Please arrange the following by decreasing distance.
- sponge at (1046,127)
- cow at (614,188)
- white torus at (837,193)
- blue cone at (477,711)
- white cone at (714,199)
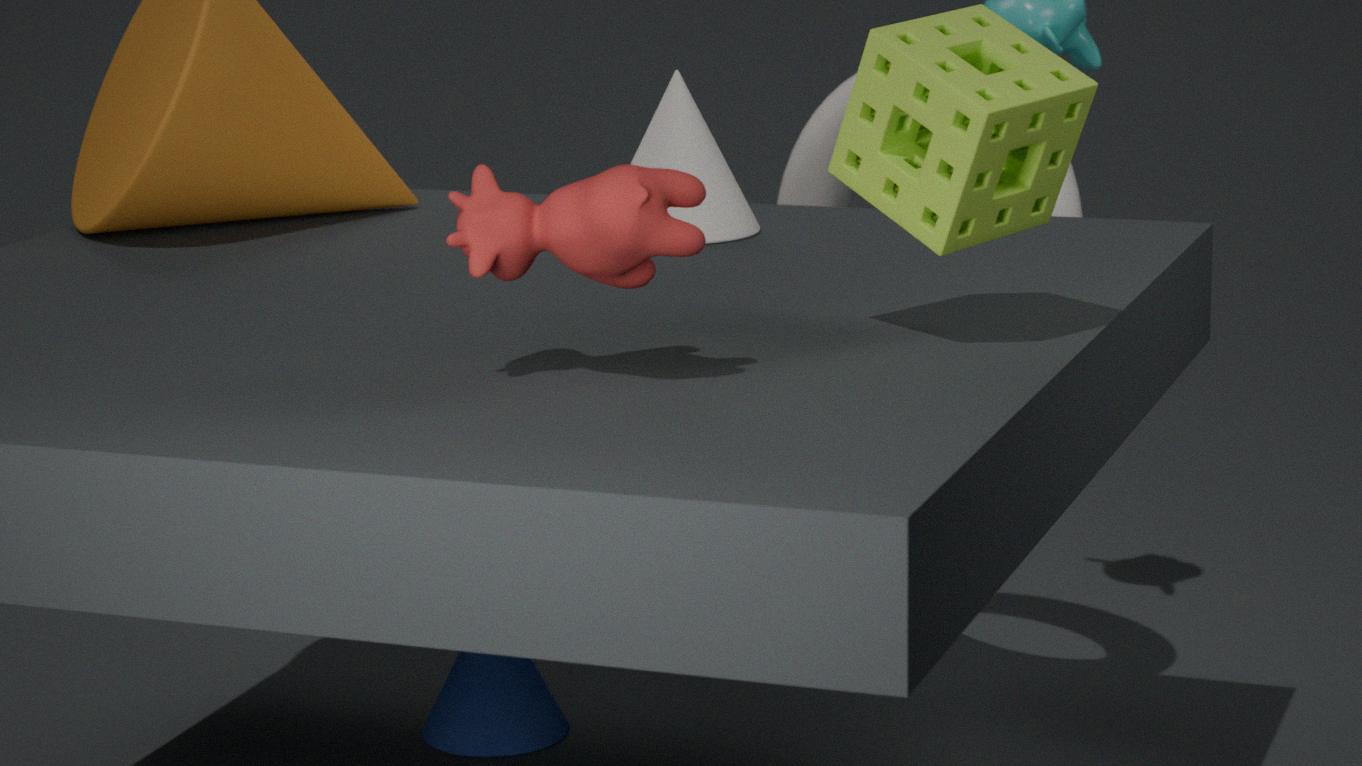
blue cone at (477,711) → white torus at (837,193) → white cone at (714,199) → sponge at (1046,127) → cow at (614,188)
